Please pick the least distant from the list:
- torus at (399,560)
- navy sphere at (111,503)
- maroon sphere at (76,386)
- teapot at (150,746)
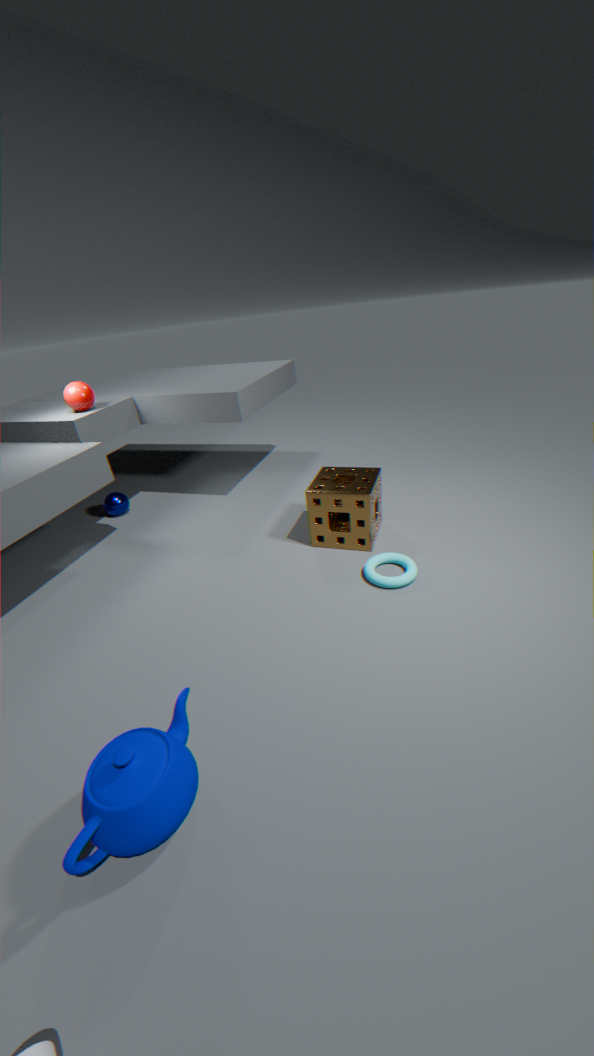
teapot at (150,746)
